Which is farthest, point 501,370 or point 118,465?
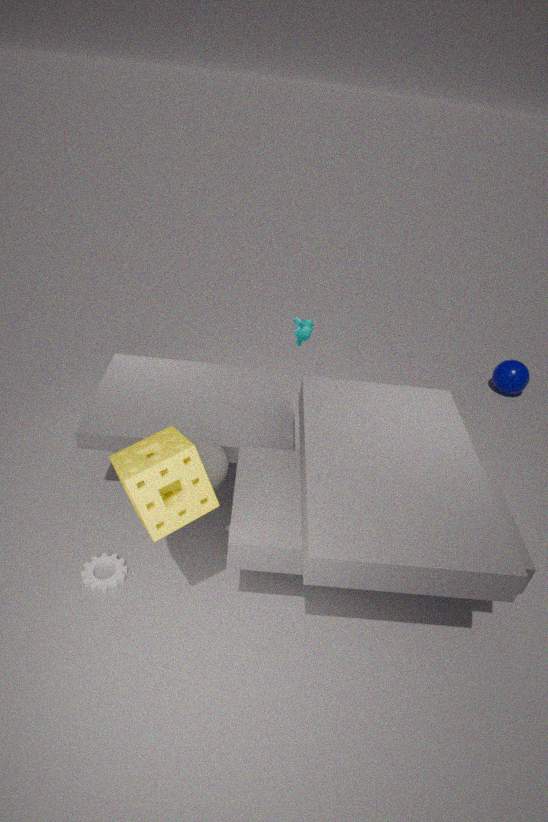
point 501,370
